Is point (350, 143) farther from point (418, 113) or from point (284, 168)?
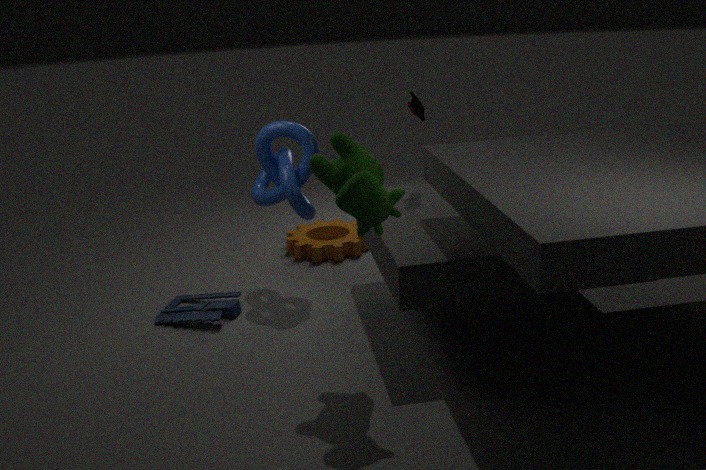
point (418, 113)
